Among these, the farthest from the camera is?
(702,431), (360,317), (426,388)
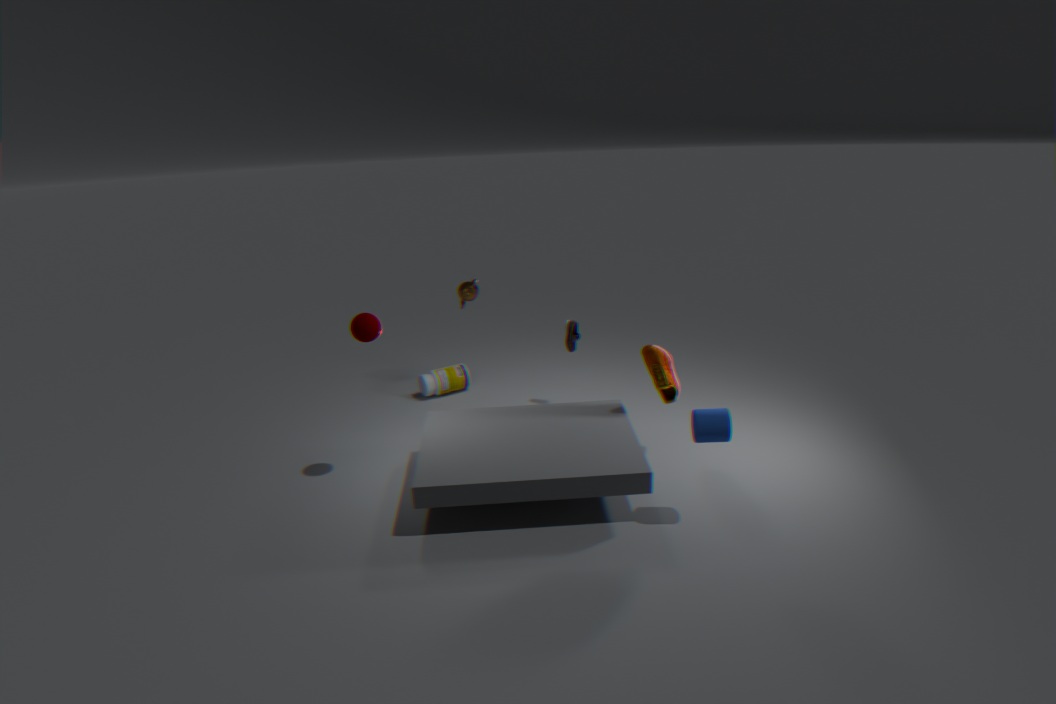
(426,388)
